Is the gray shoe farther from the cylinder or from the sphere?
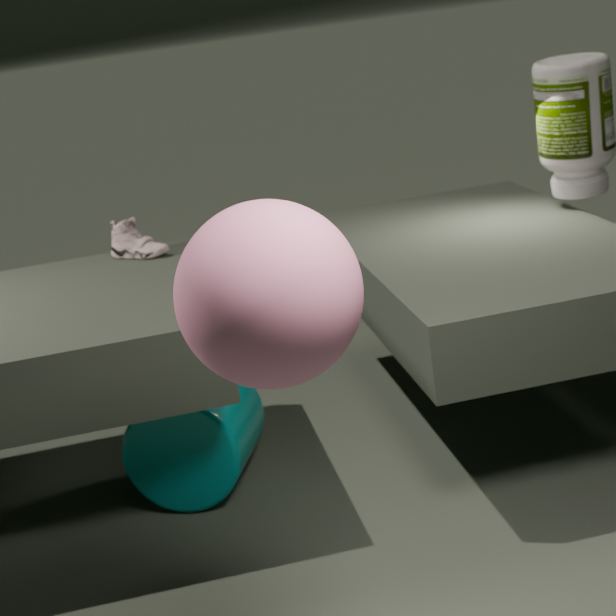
the sphere
